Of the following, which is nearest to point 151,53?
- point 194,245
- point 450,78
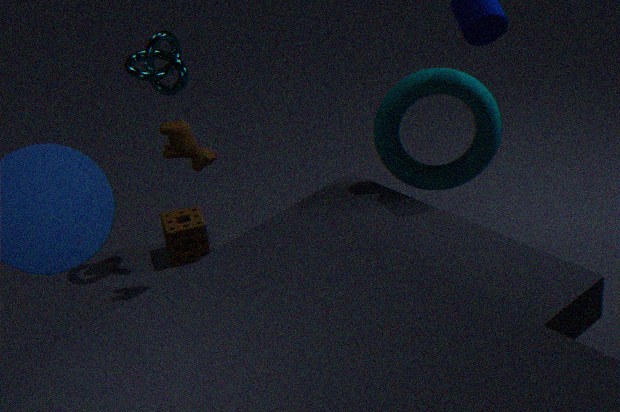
point 194,245
